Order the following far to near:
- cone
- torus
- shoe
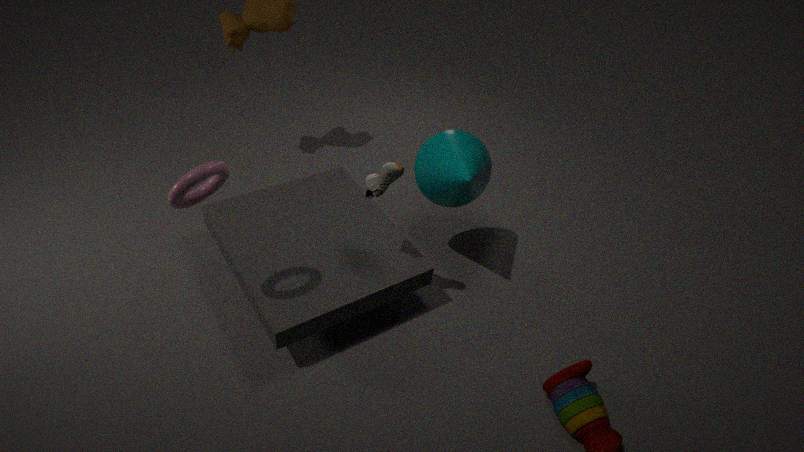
cone < shoe < torus
